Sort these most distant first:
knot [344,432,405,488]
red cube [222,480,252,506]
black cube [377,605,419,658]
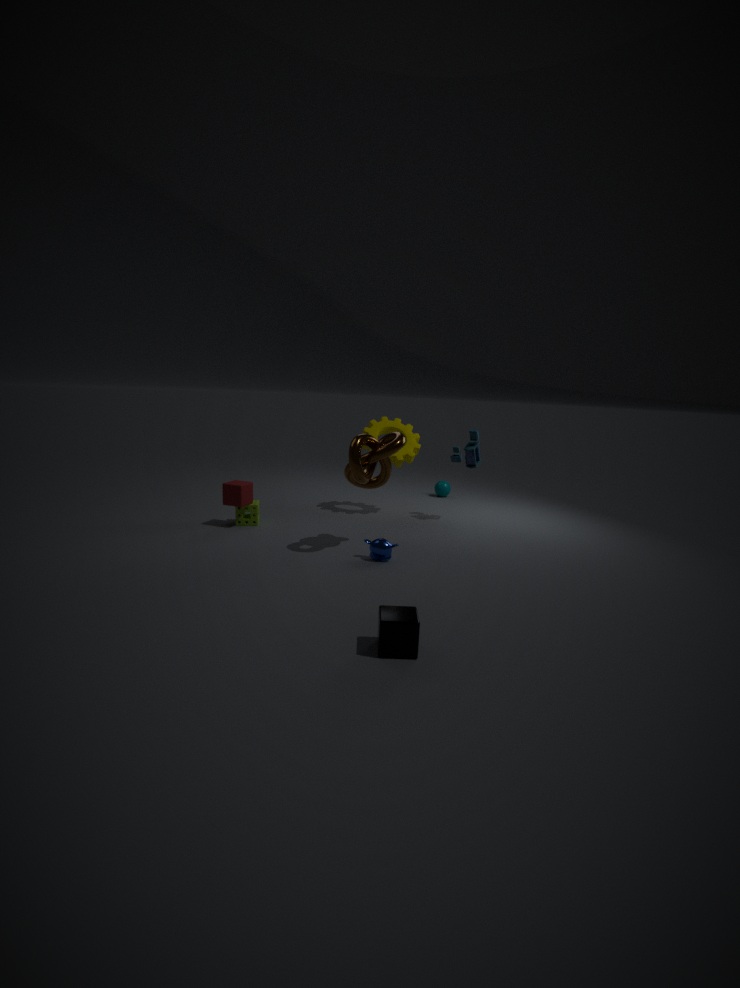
red cube [222,480,252,506], knot [344,432,405,488], black cube [377,605,419,658]
